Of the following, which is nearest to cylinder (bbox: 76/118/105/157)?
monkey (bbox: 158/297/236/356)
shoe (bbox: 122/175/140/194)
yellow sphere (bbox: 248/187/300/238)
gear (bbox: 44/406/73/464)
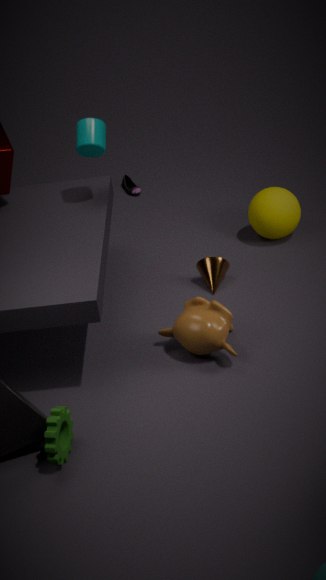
monkey (bbox: 158/297/236/356)
